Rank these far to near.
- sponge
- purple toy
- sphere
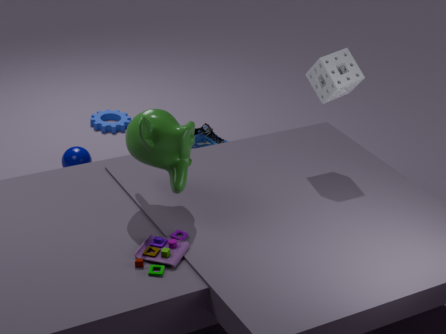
sphere, sponge, purple toy
